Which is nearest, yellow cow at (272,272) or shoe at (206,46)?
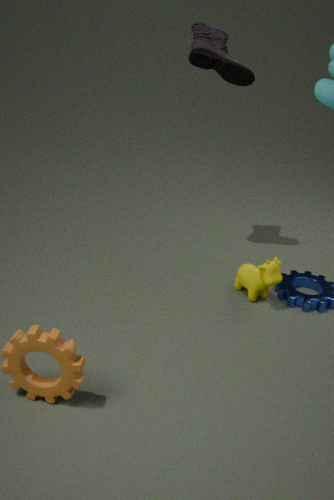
yellow cow at (272,272)
